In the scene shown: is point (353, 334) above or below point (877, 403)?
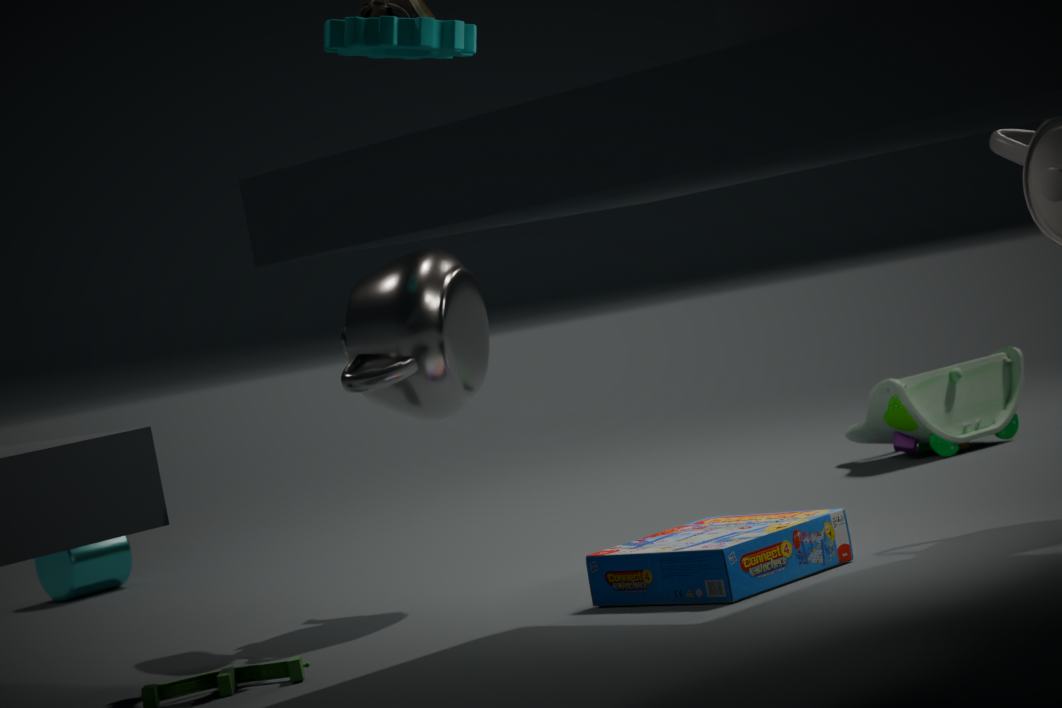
above
